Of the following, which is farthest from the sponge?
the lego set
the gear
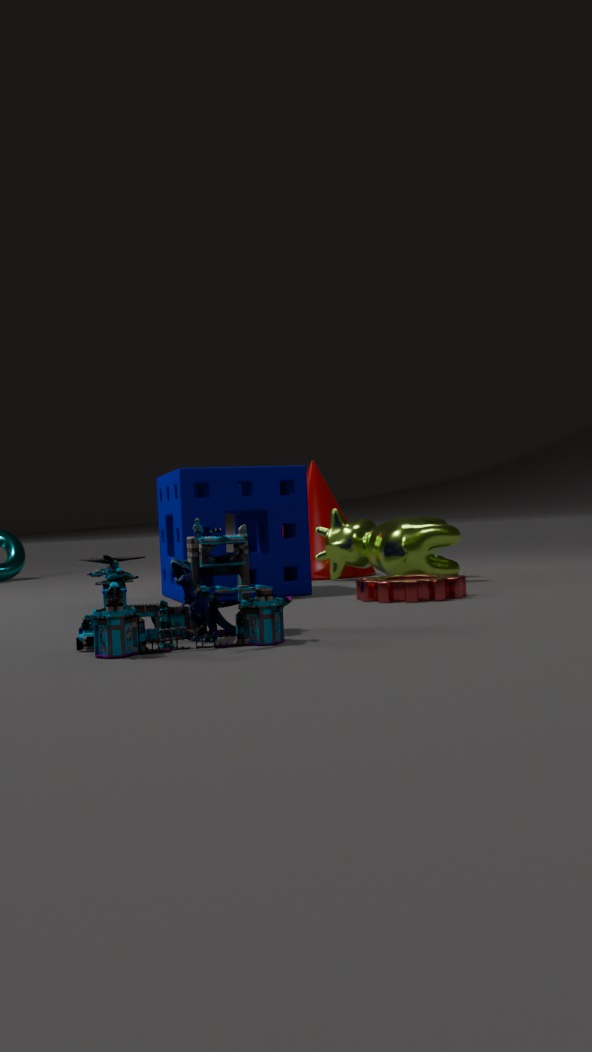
the lego set
